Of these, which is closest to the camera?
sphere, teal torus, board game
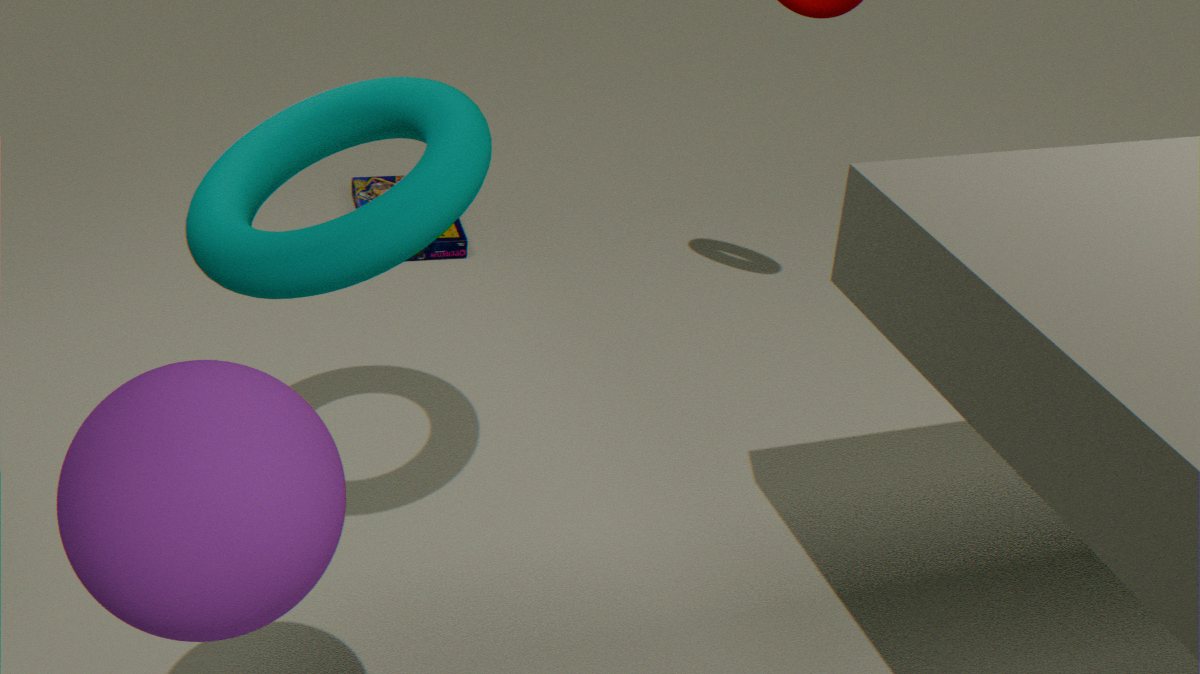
sphere
